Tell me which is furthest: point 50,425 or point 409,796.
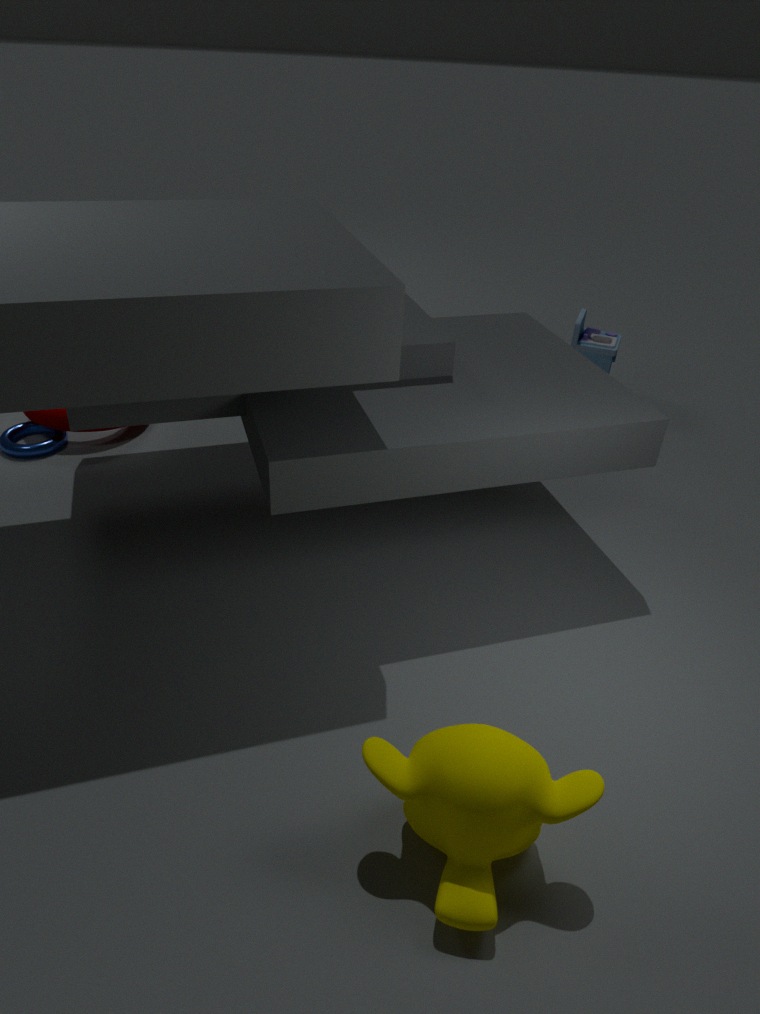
point 50,425
